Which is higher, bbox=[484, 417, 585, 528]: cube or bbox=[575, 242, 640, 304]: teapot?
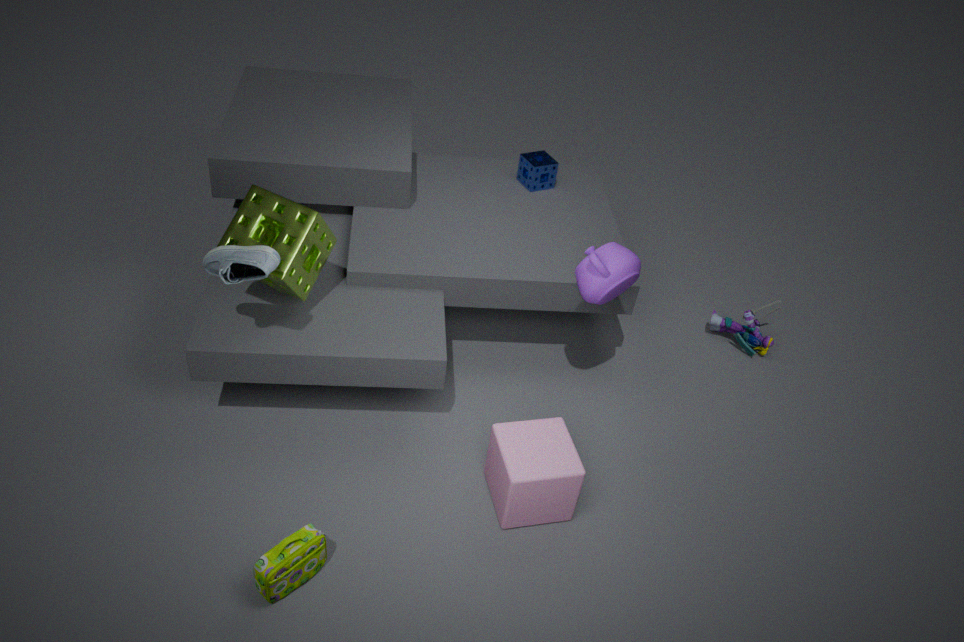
bbox=[575, 242, 640, 304]: teapot
